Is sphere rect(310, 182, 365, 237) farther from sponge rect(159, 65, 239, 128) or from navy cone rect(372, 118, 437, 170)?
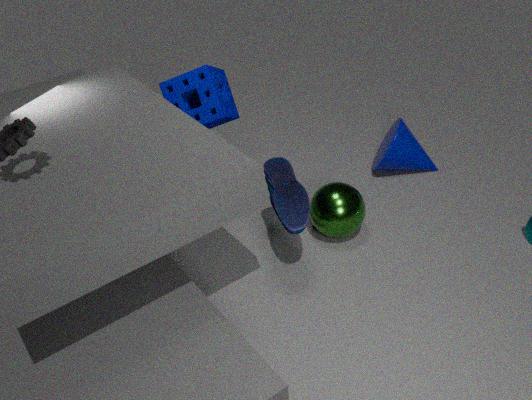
sponge rect(159, 65, 239, 128)
